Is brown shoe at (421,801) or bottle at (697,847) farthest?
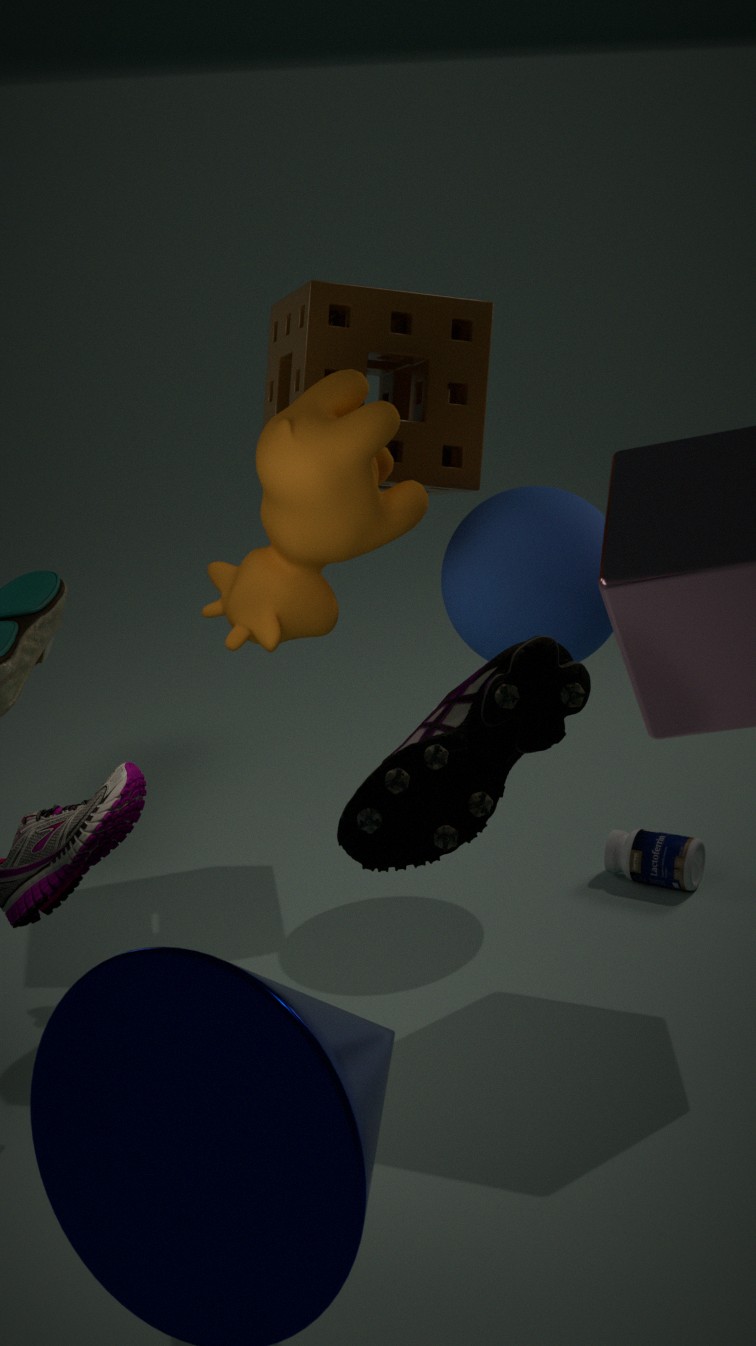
bottle at (697,847)
